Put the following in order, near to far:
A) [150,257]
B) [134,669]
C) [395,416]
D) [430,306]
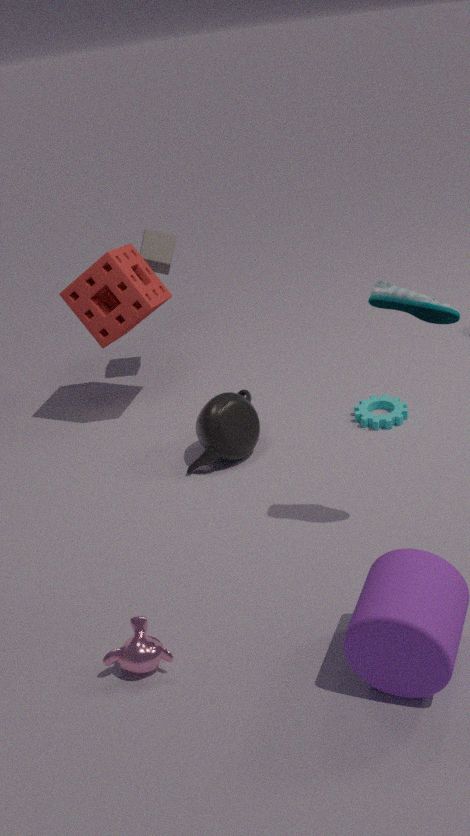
[134,669]
[430,306]
[395,416]
[150,257]
